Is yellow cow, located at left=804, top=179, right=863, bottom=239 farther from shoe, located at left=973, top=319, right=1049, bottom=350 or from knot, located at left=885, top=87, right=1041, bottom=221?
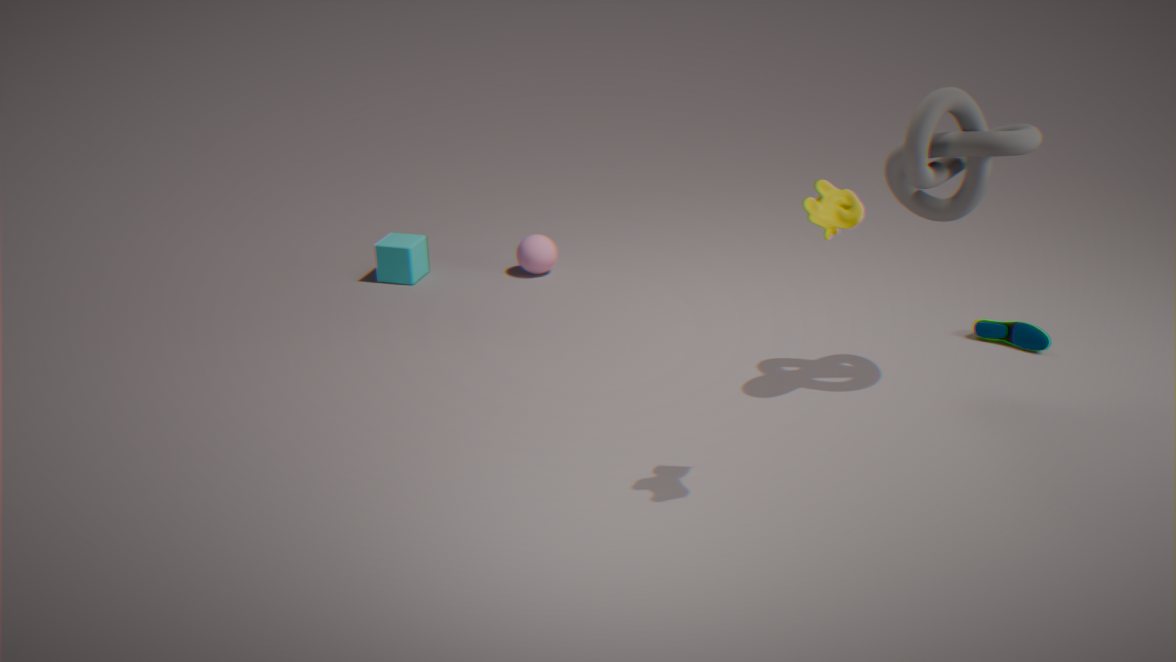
shoe, located at left=973, top=319, right=1049, bottom=350
